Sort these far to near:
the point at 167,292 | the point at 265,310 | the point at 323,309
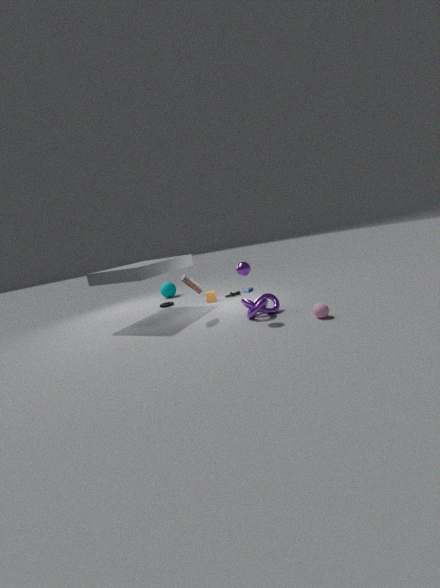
1. the point at 167,292
2. the point at 265,310
3. the point at 323,309
